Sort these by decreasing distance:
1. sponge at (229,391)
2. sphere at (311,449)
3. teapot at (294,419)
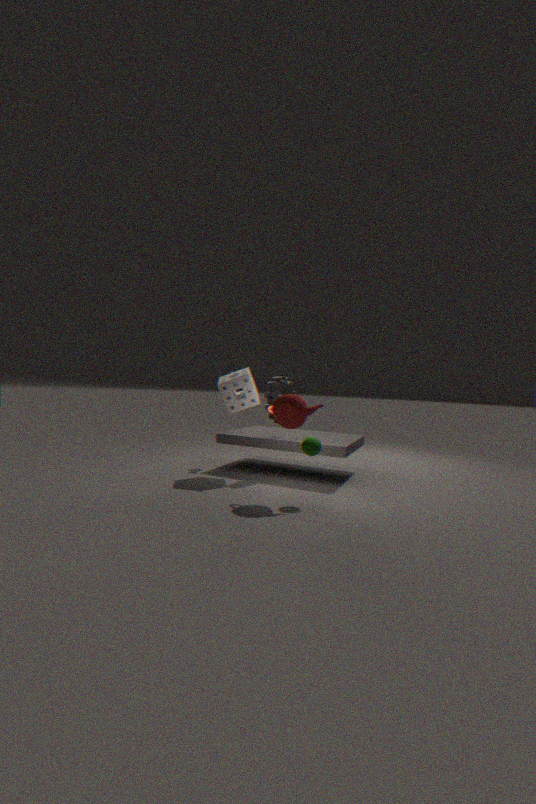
sponge at (229,391) → sphere at (311,449) → teapot at (294,419)
